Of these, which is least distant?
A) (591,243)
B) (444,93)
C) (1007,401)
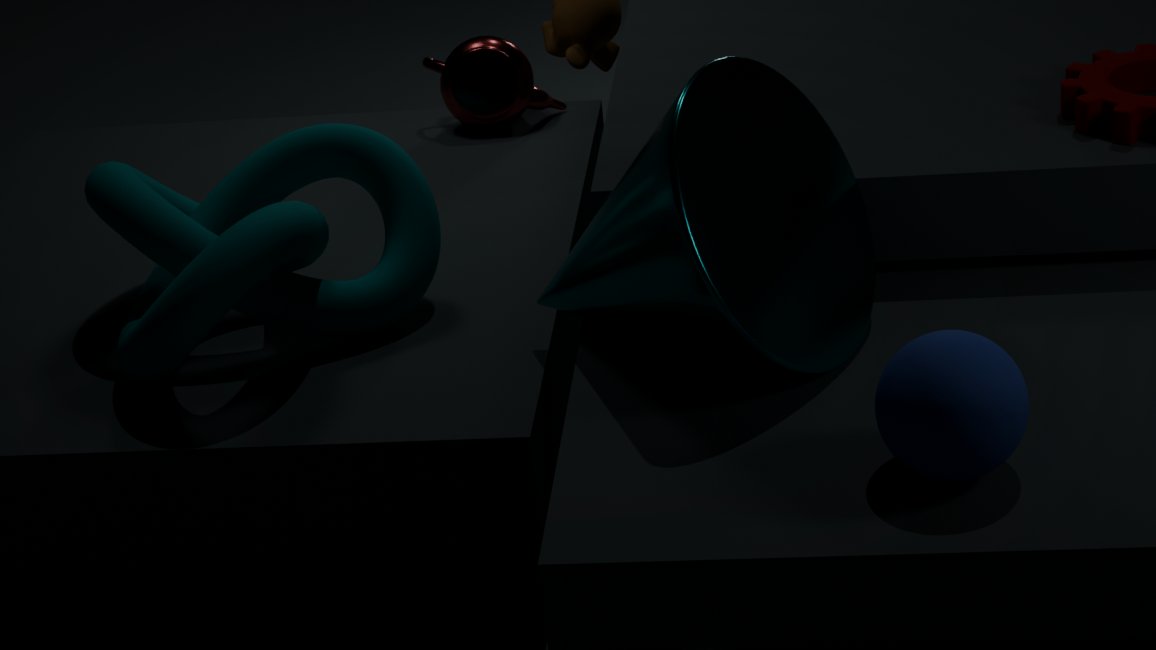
C. (1007,401)
